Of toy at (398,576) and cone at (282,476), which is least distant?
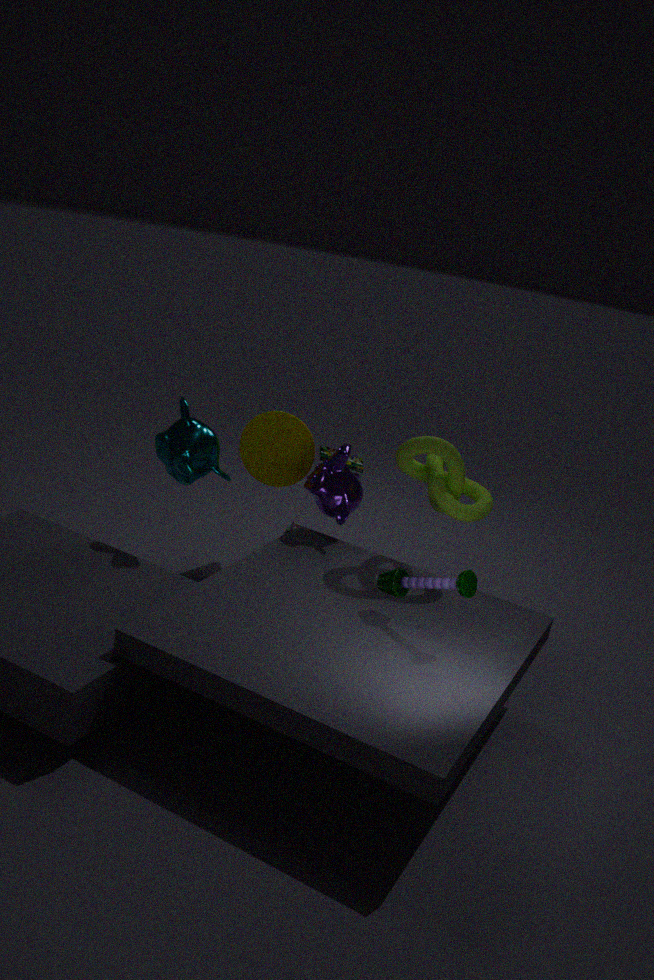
toy at (398,576)
